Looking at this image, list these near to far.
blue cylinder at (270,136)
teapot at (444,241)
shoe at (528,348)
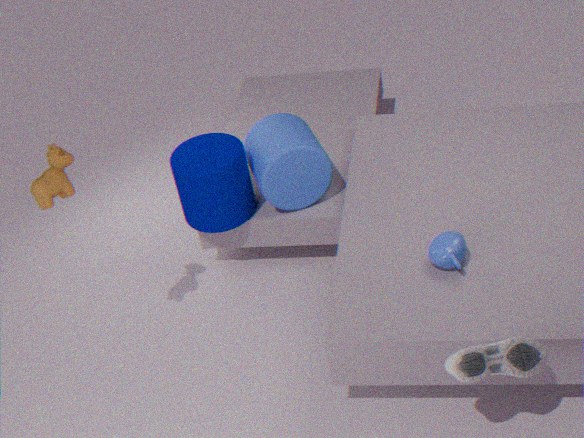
1. shoe at (528,348)
2. teapot at (444,241)
3. blue cylinder at (270,136)
